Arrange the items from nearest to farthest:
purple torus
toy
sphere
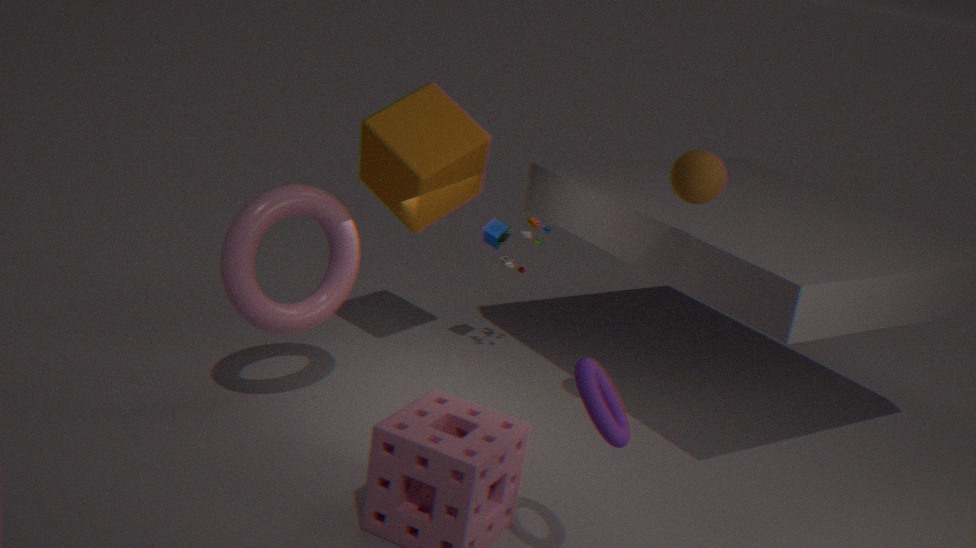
purple torus
sphere
toy
